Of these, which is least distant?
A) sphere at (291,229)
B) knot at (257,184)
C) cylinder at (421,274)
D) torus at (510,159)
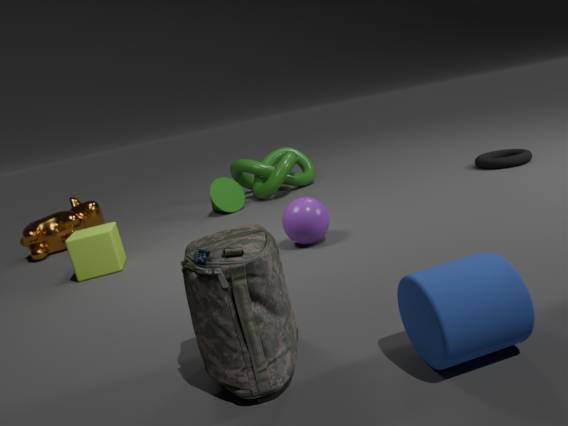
cylinder at (421,274)
